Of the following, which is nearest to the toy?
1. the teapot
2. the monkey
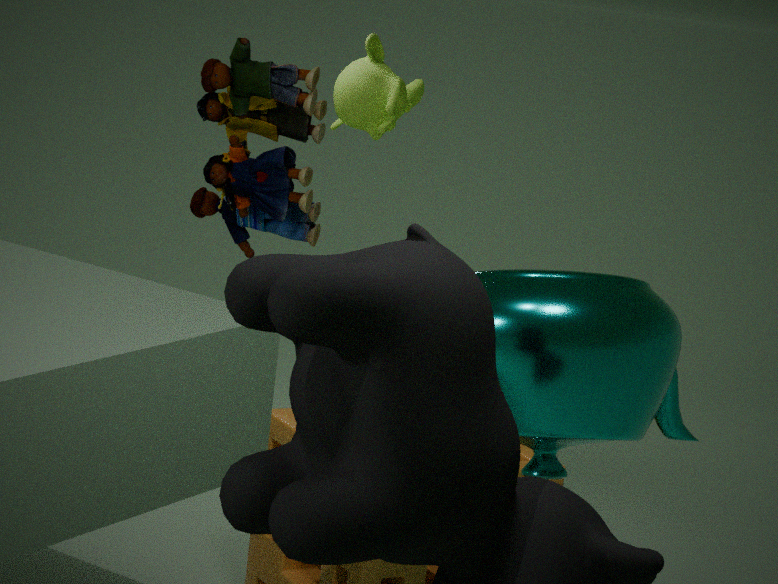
the teapot
